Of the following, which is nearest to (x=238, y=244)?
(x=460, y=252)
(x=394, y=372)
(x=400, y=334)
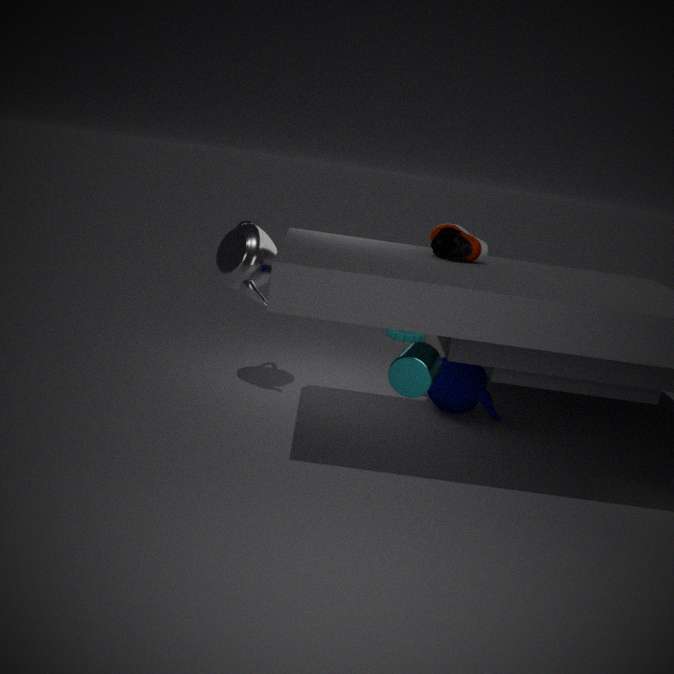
(x=460, y=252)
